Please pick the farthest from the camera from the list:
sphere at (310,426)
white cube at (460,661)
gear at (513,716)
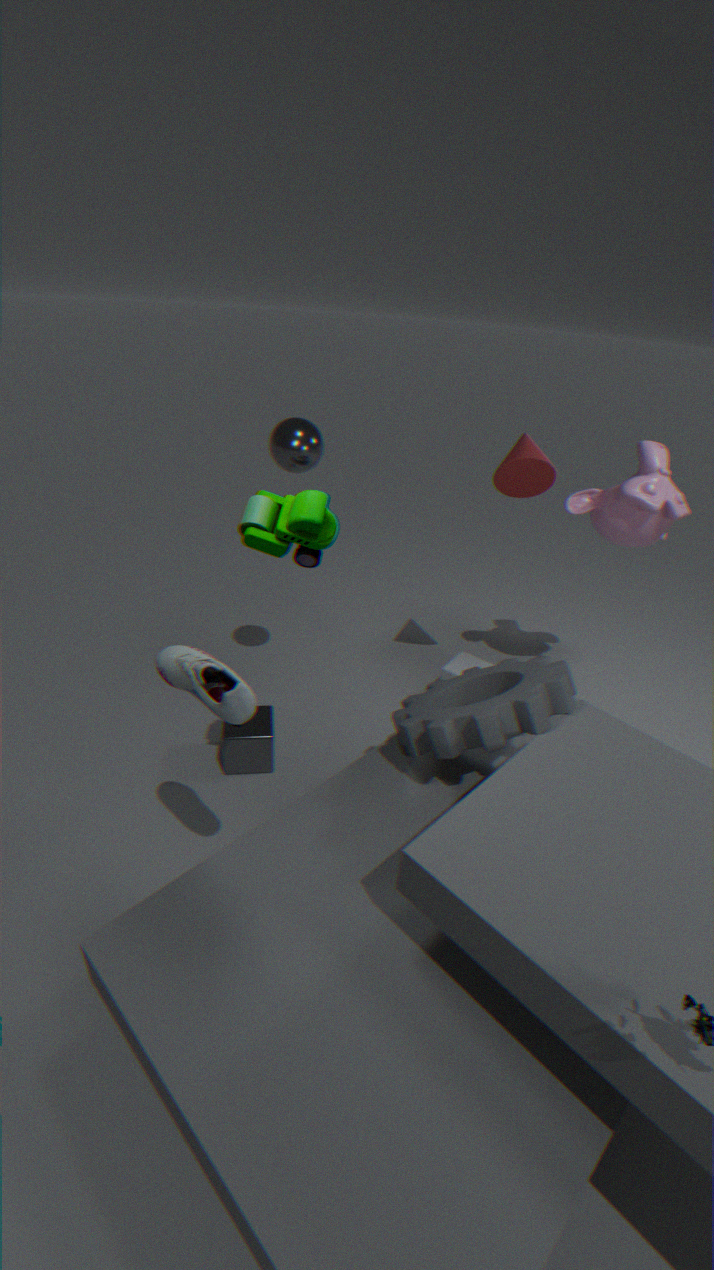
white cube at (460,661)
